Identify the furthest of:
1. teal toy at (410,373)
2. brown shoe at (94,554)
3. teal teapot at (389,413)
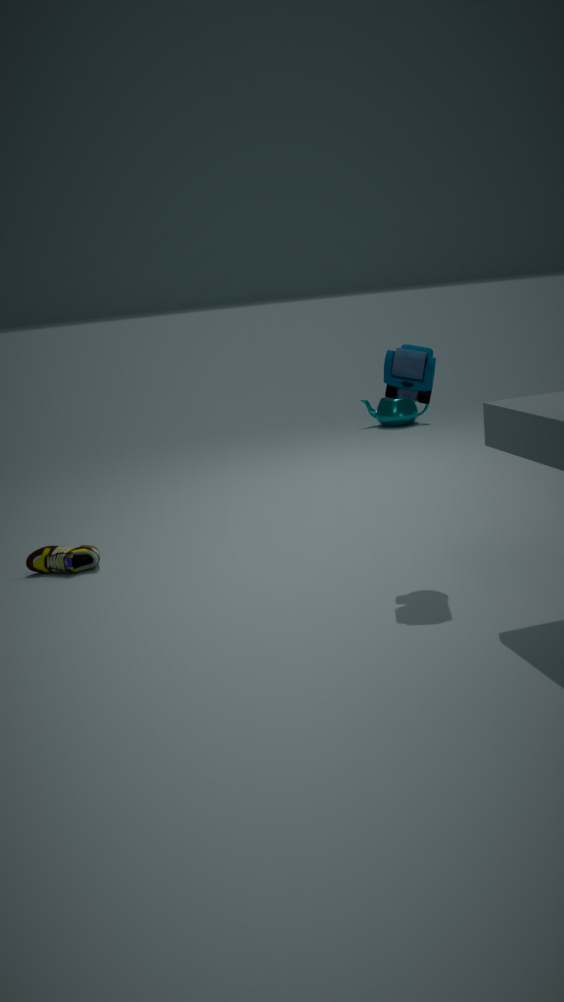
teal teapot at (389,413)
